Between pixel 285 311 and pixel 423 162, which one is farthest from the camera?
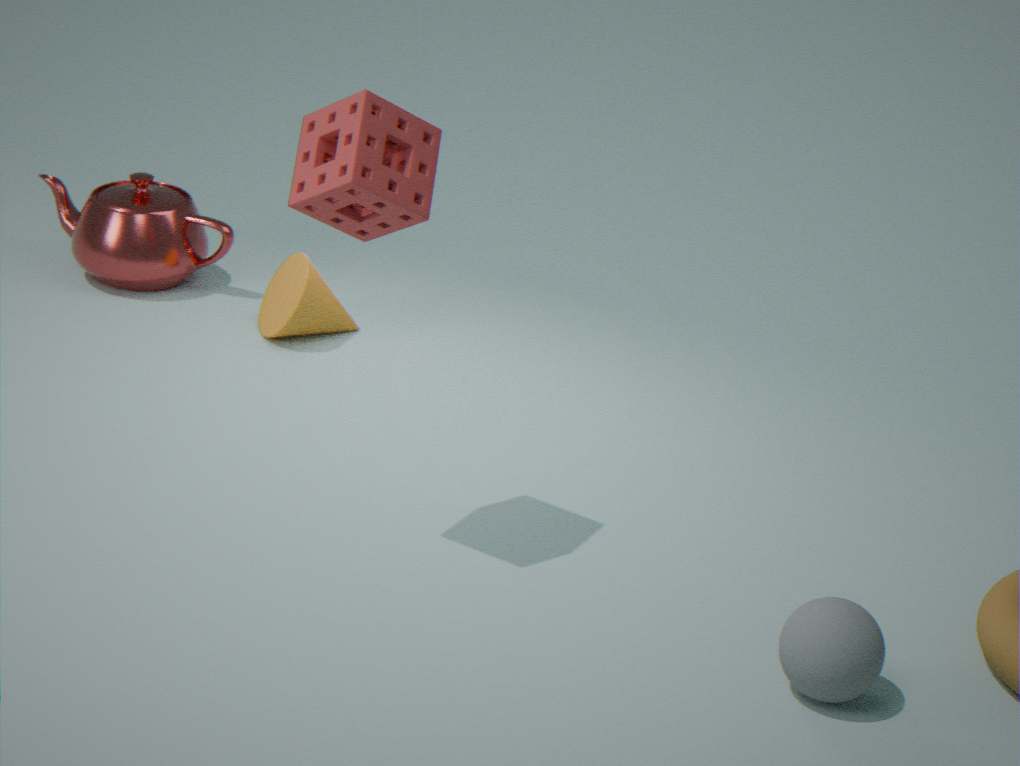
pixel 285 311
